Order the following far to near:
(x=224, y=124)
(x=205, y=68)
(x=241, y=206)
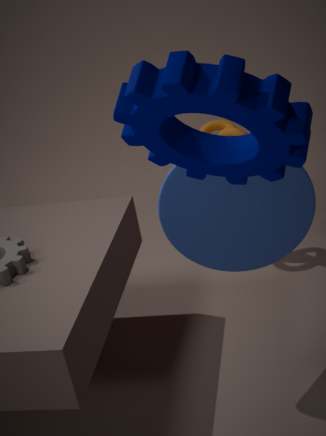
1. (x=224, y=124)
2. (x=241, y=206)
3. (x=205, y=68)
